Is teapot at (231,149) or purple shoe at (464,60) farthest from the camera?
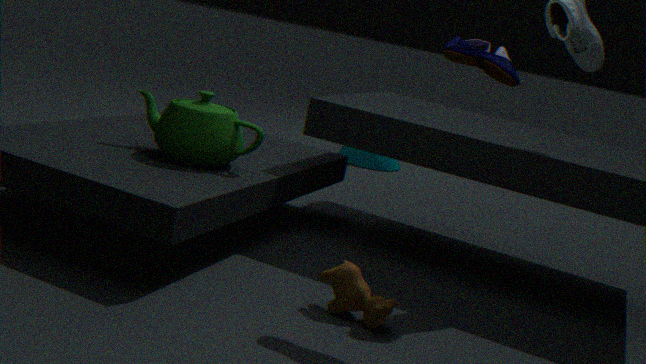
teapot at (231,149)
